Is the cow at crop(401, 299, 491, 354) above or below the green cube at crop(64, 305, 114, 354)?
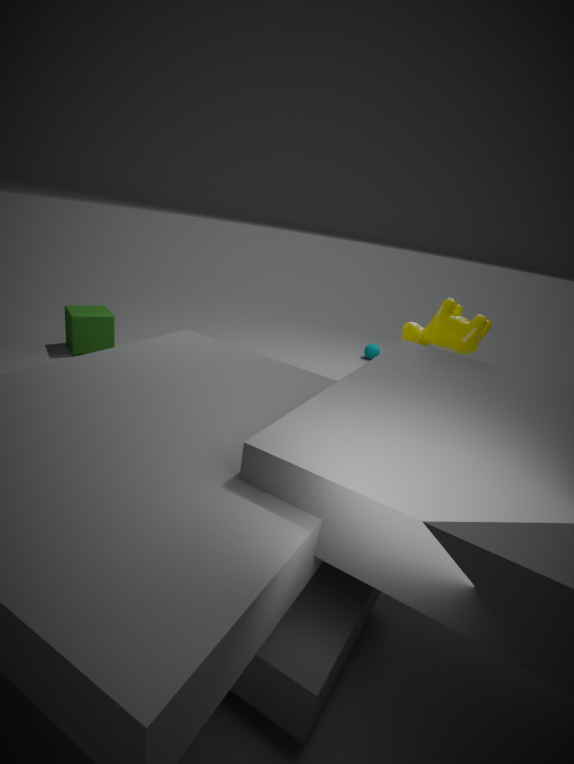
→ above
